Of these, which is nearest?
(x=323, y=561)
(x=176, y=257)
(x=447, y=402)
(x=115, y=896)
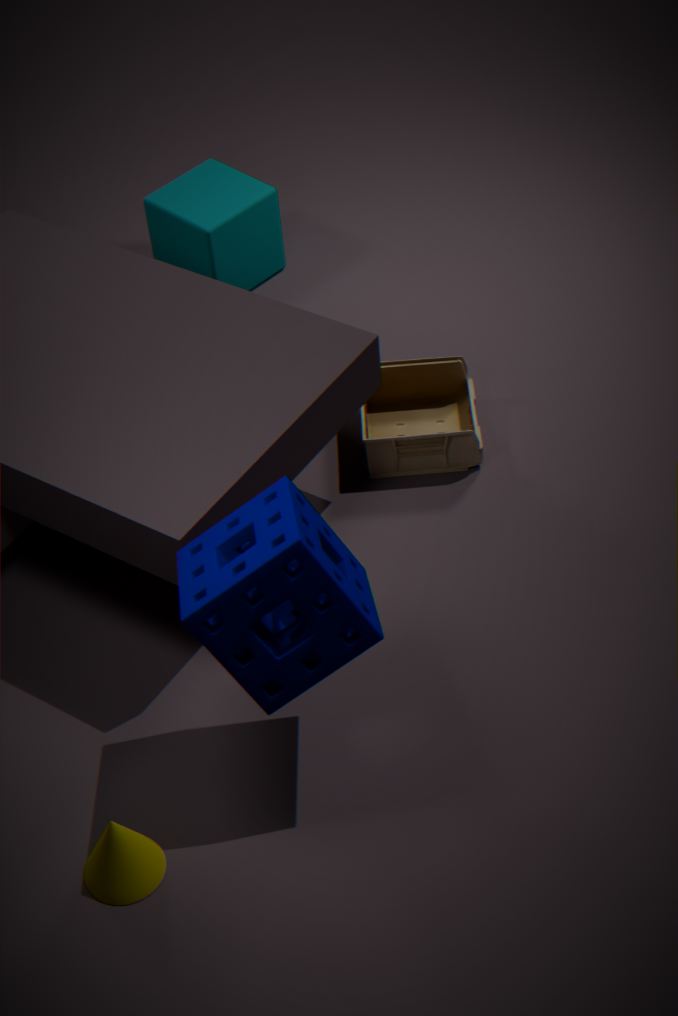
(x=323, y=561)
